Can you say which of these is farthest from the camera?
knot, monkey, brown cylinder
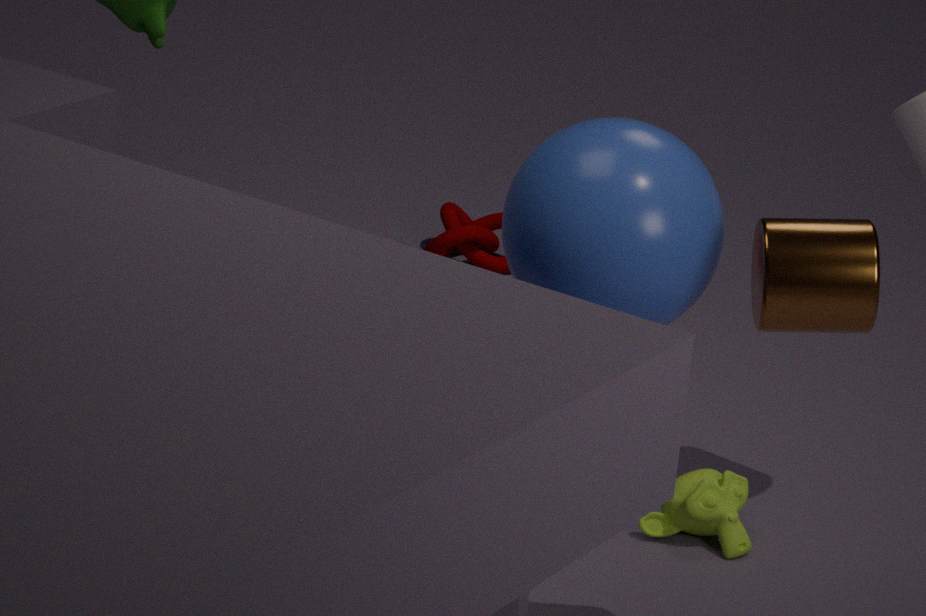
knot
